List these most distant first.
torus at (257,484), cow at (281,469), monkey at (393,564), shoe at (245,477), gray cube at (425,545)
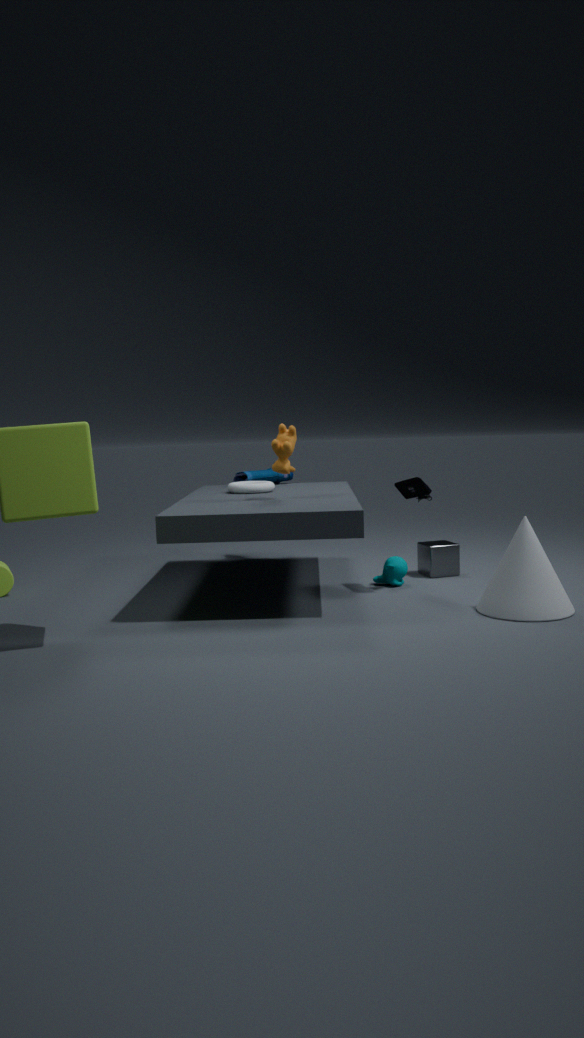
shoe at (245,477), torus at (257,484), gray cube at (425,545), monkey at (393,564), cow at (281,469)
